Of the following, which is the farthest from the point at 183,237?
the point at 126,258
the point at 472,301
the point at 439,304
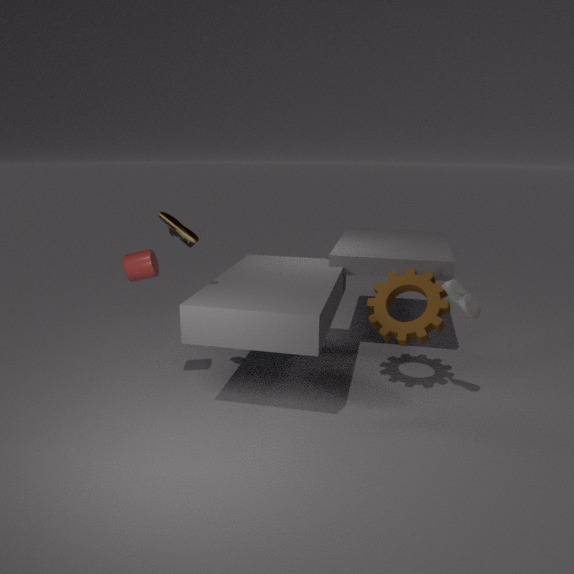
the point at 472,301
